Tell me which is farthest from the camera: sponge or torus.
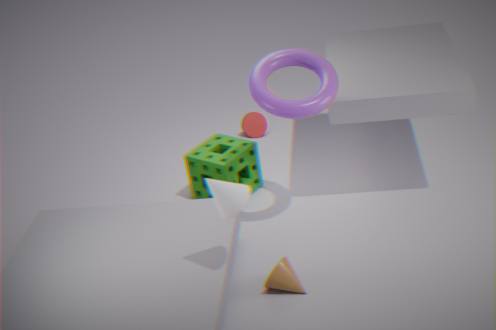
sponge
